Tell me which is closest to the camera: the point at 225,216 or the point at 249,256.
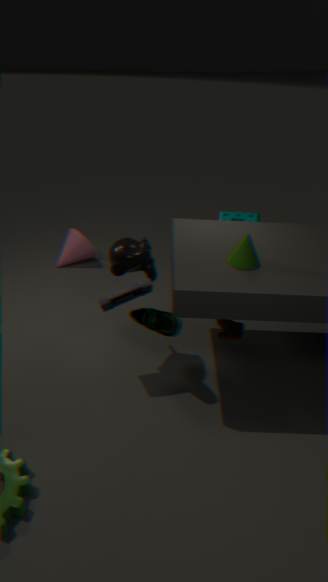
the point at 249,256
